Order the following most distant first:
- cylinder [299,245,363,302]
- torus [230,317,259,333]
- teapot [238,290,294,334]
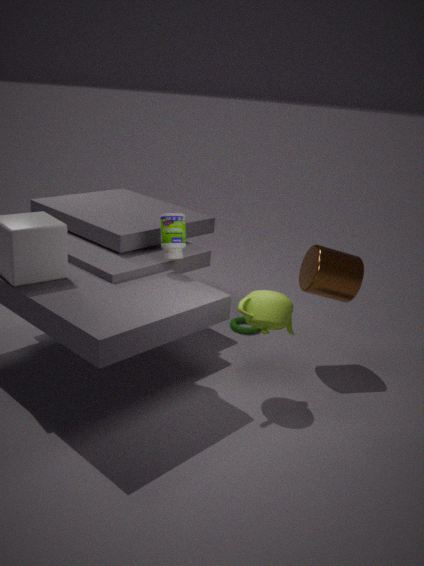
torus [230,317,259,333], cylinder [299,245,363,302], teapot [238,290,294,334]
